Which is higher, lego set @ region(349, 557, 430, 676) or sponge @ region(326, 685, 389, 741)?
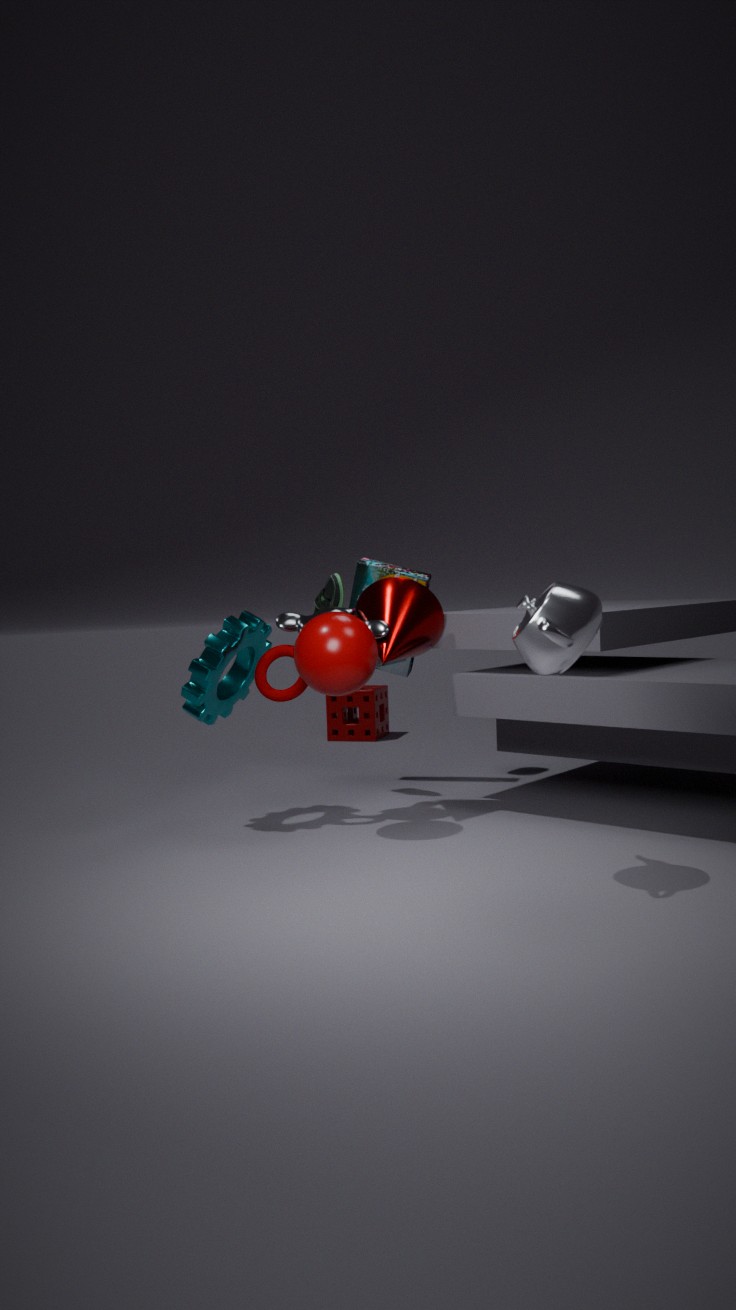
lego set @ region(349, 557, 430, 676)
